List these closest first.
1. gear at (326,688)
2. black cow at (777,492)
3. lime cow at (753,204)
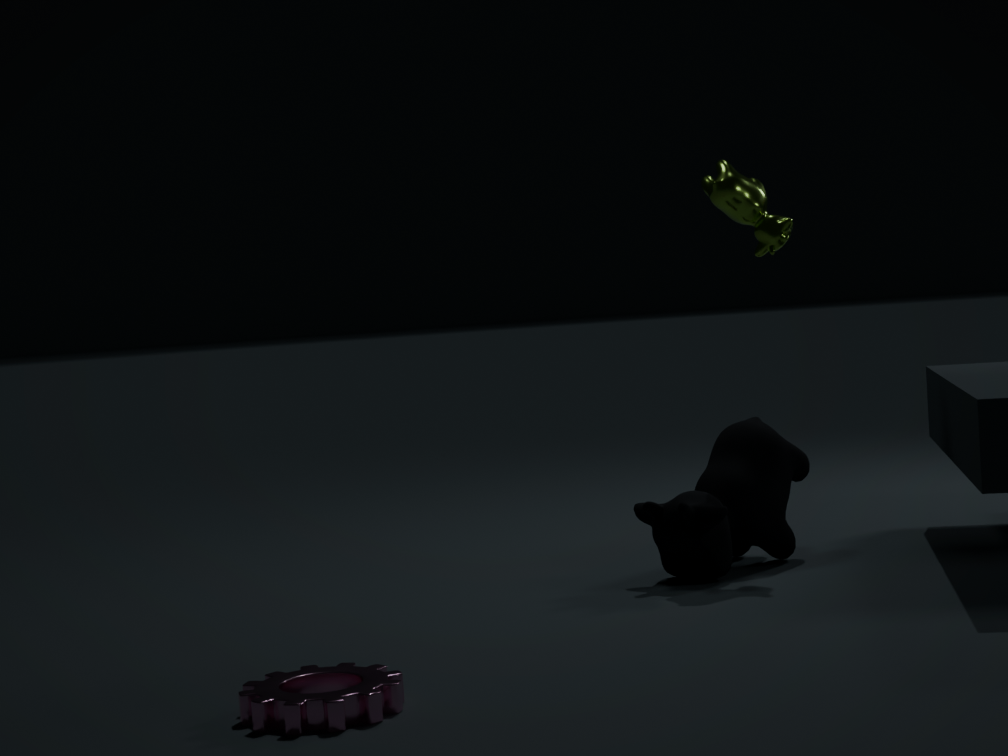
gear at (326,688)
black cow at (777,492)
lime cow at (753,204)
